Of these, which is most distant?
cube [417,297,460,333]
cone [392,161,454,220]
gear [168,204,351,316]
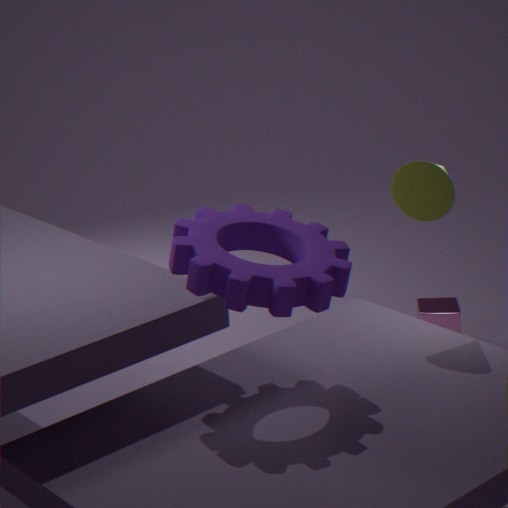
cube [417,297,460,333]
